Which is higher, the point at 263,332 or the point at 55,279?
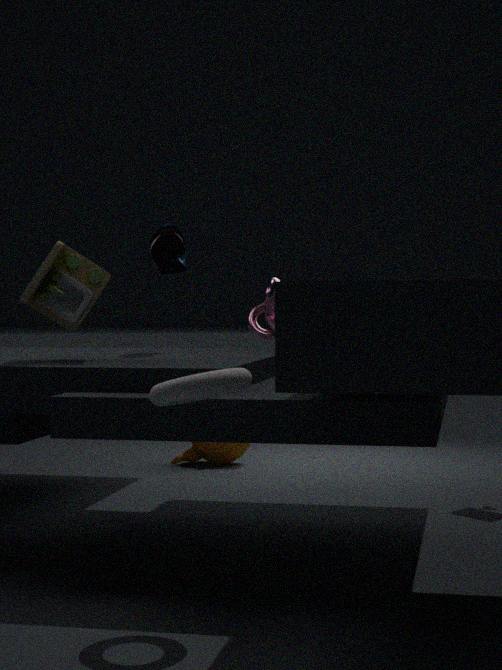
the point at 55,279
